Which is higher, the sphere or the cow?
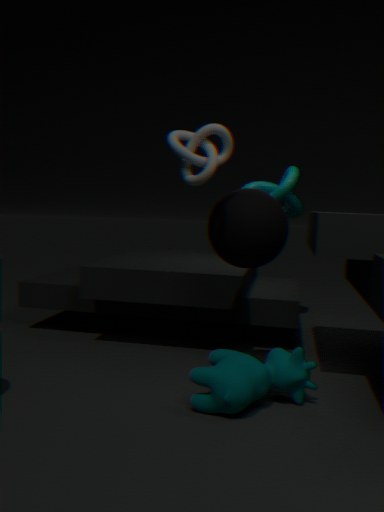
the sphere
